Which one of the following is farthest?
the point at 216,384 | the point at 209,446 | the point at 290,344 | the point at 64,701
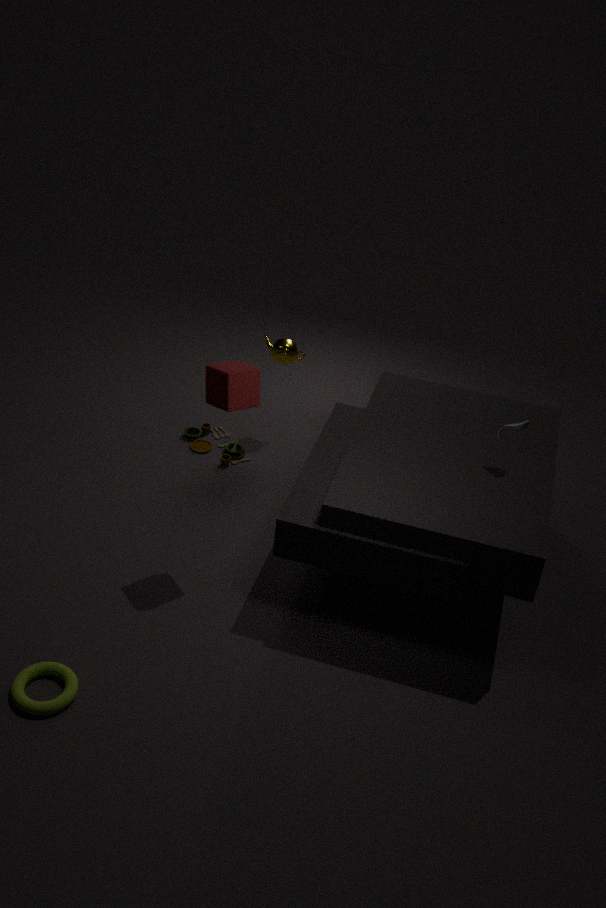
the point at 209,446
